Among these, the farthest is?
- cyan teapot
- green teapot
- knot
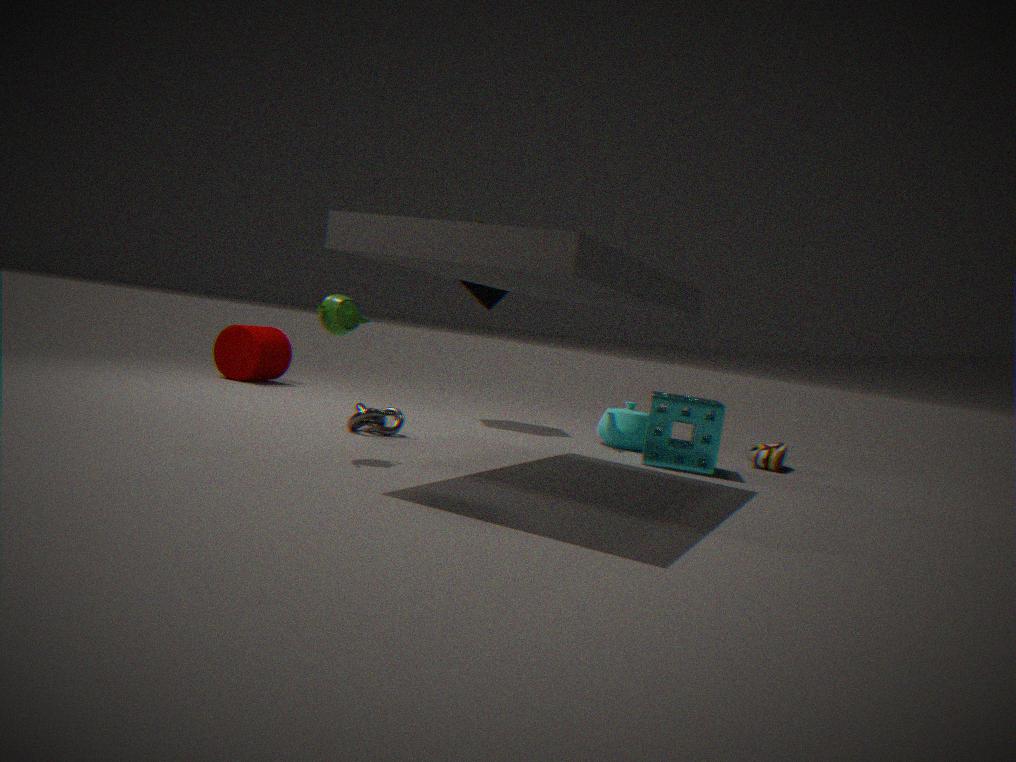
cyan teapot
